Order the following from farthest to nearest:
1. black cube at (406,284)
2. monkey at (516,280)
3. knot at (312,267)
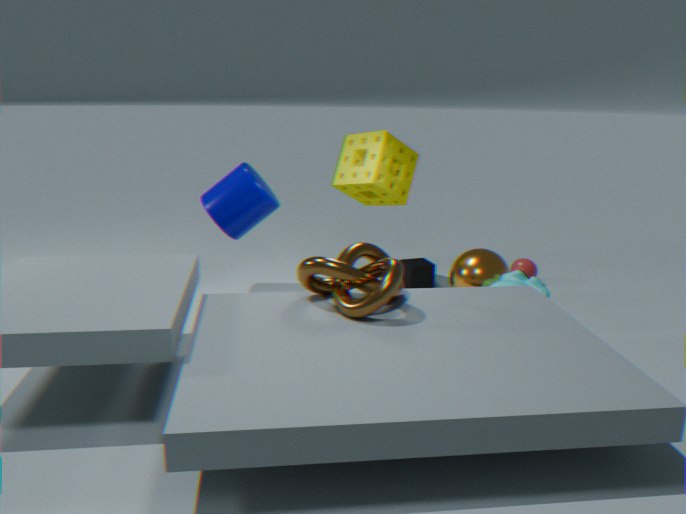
1. black cube at (406,284)
2. monkey at (516,280)
3. knot at (312,267)
